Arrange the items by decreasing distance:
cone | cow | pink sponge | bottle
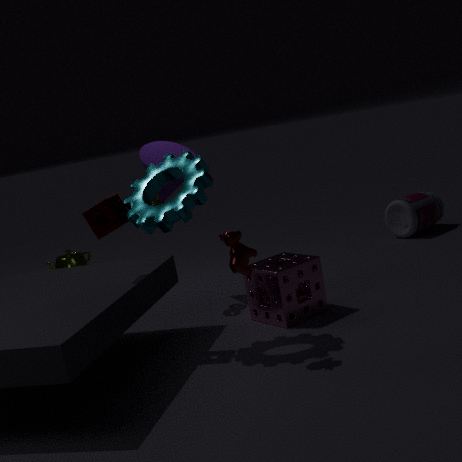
bottle < cone < pink sponge < cow
